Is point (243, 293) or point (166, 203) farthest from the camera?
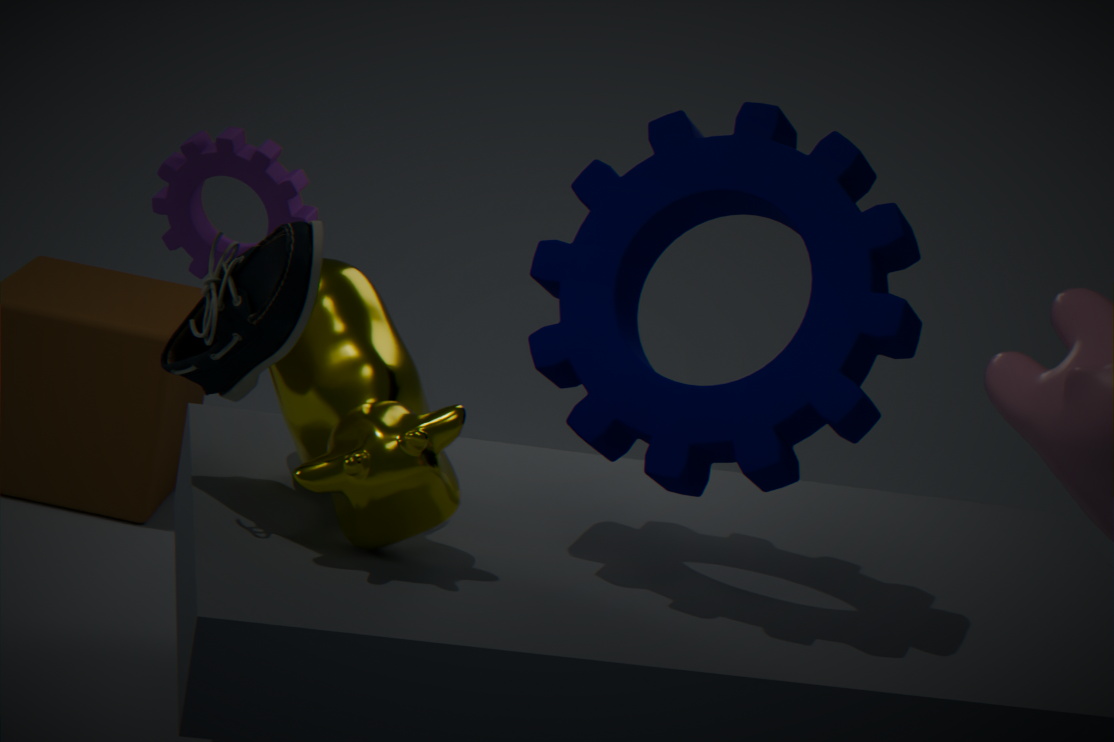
point (166, 203)
